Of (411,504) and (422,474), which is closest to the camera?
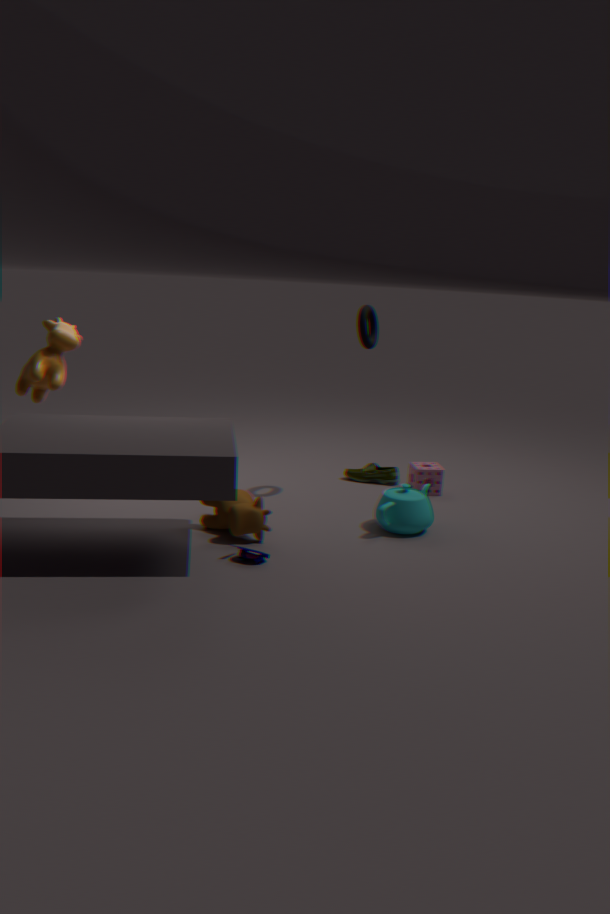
(411,504)
